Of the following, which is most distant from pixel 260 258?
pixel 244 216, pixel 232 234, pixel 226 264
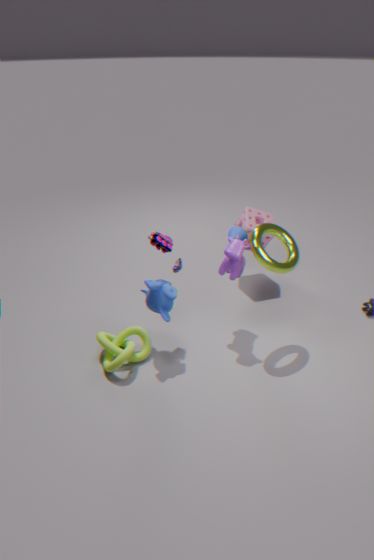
pixel 244 216
